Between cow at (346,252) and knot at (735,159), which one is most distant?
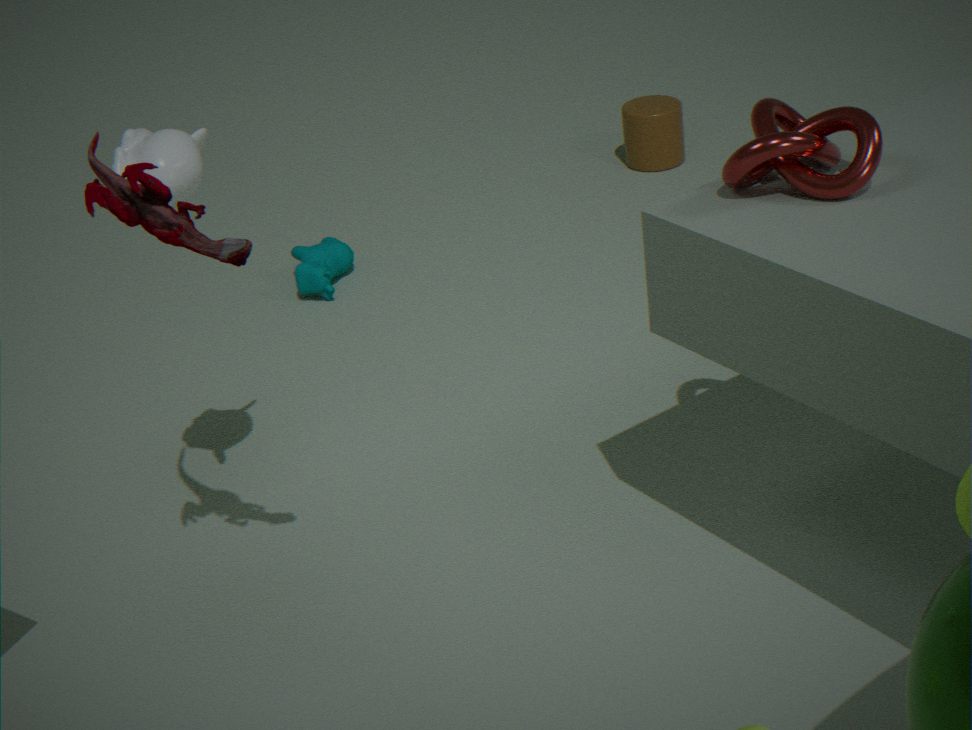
cow at (346,252)
